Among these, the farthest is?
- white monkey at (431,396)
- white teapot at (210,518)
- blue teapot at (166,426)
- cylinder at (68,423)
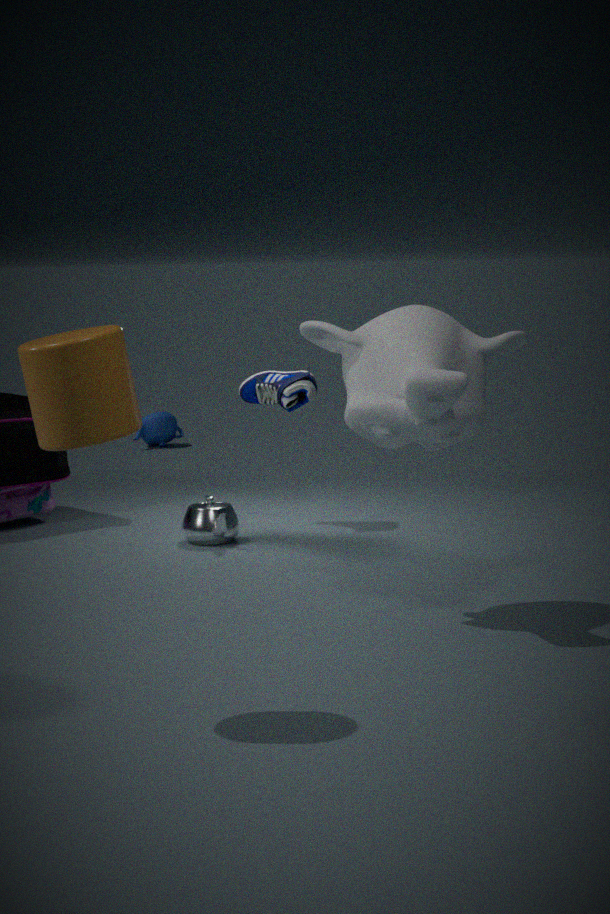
blue teapot at (166,426)
